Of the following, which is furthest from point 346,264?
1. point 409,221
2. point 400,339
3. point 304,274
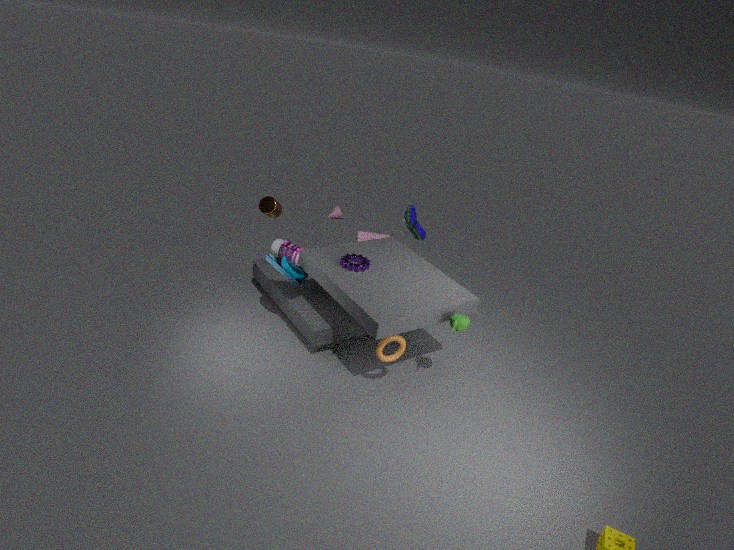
point 409,221
